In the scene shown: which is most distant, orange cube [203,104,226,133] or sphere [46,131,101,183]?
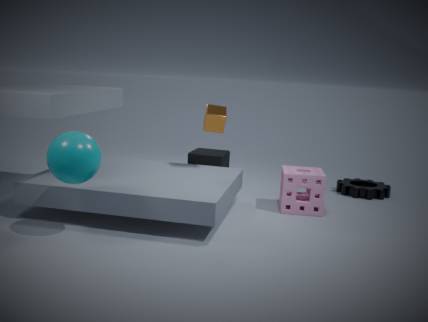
orange cube [203,104,226,133]
